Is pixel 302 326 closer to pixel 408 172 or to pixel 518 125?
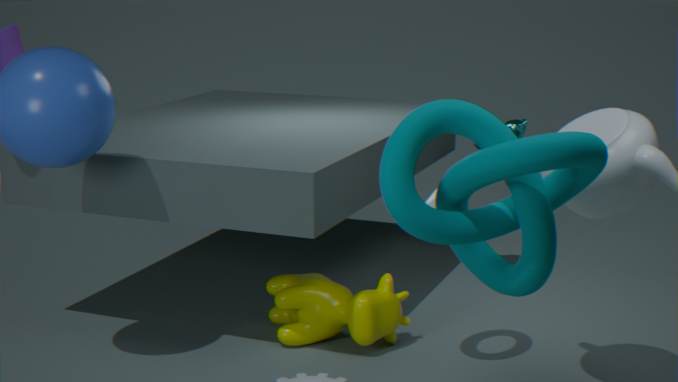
pixel 518 125
